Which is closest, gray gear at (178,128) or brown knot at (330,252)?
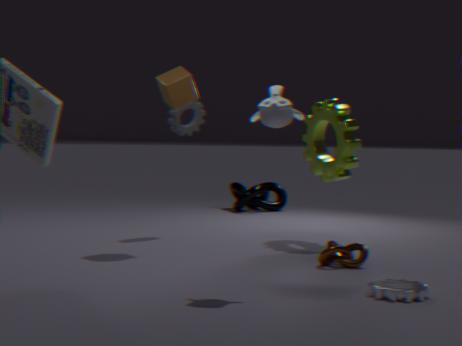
brown knot at (330,252)
